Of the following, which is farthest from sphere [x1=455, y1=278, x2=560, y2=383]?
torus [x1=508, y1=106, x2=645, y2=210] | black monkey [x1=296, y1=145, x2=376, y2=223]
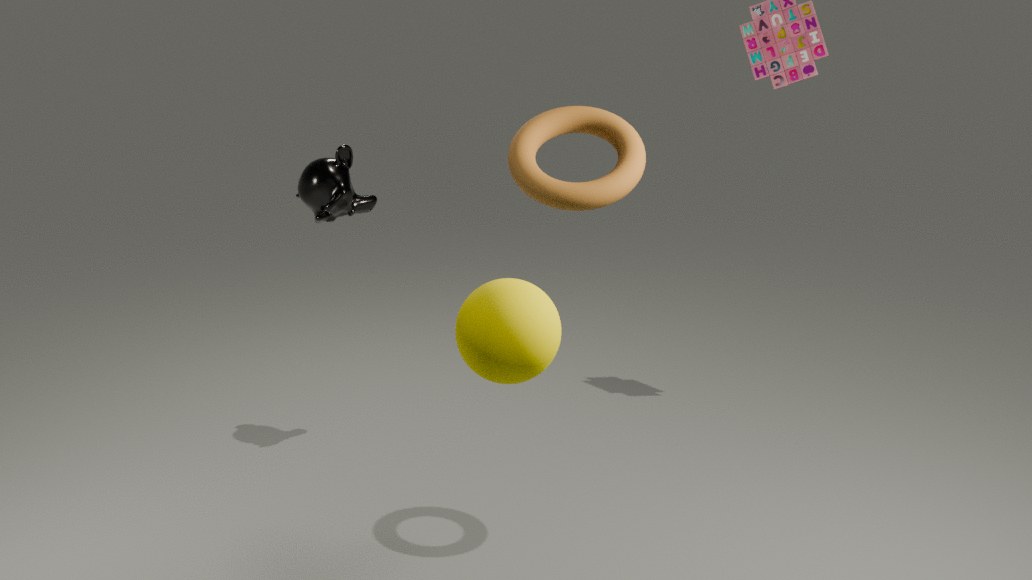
black monkey [x1=296, y1=145, x2=376, y2=223]
